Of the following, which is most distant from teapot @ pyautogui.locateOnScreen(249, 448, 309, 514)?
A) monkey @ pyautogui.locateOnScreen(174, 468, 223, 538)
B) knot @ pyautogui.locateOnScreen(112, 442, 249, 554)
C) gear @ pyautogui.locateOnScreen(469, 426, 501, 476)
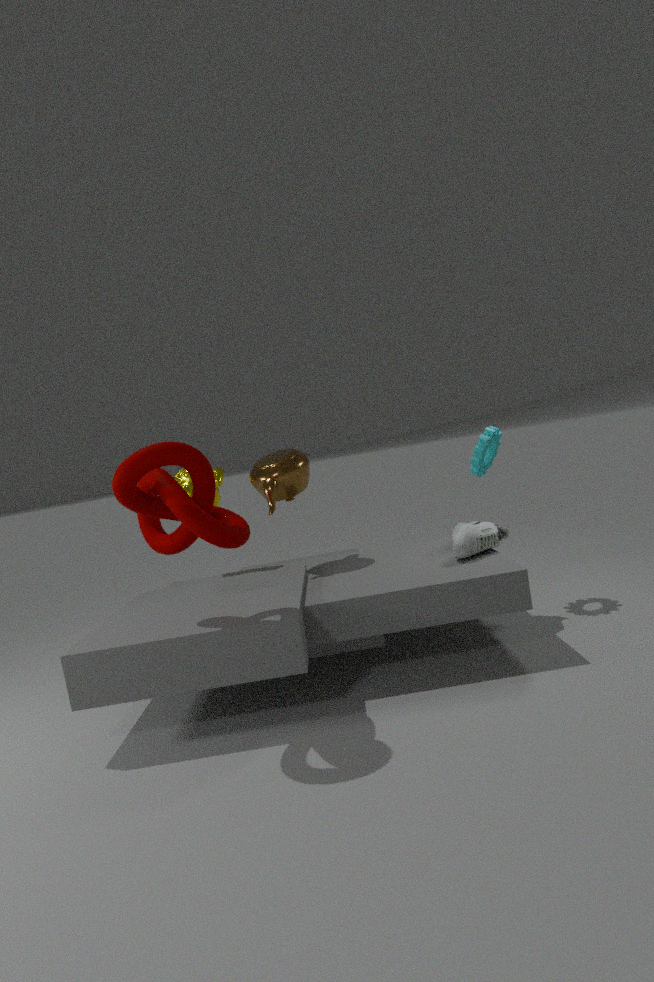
gear @ pyautogui.locateOnScreen(469, 426, 501, 476)
